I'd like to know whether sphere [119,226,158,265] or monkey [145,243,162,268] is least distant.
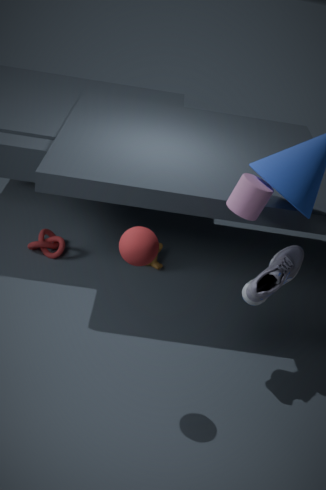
sphere [119,226,158,265]
